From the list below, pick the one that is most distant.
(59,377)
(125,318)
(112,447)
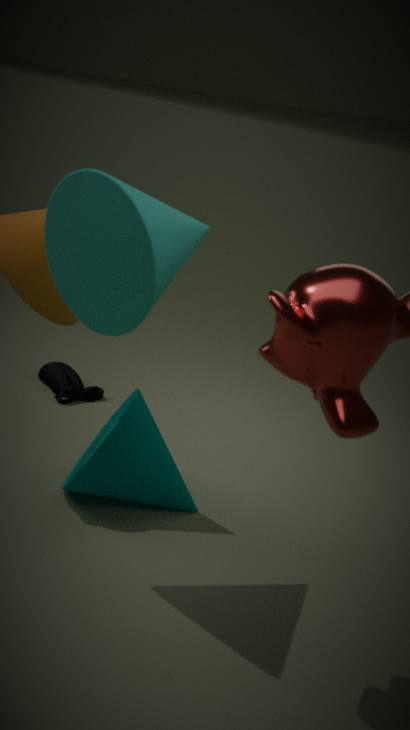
(59,377)
